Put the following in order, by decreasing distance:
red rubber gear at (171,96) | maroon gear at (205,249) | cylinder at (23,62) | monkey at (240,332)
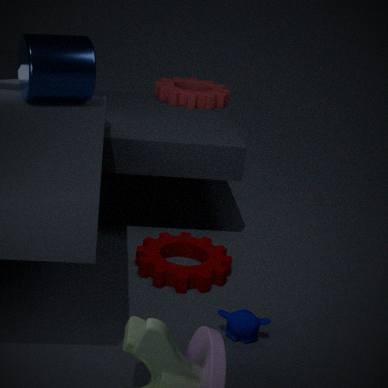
1. red rubber gear at (171,96)
2. maroon gear at (205,249)
3. cylinder at (23,62)
4. monkey at (240,332)
